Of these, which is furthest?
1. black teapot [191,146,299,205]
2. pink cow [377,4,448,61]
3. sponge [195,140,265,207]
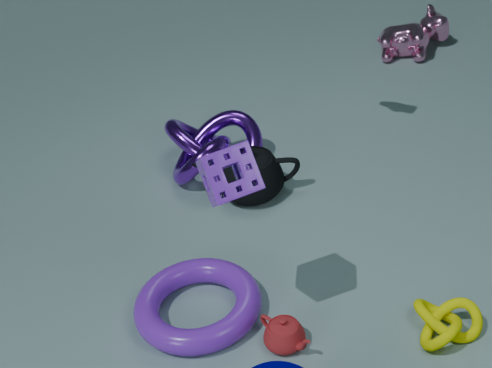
pink cow [377,4,448,61]
